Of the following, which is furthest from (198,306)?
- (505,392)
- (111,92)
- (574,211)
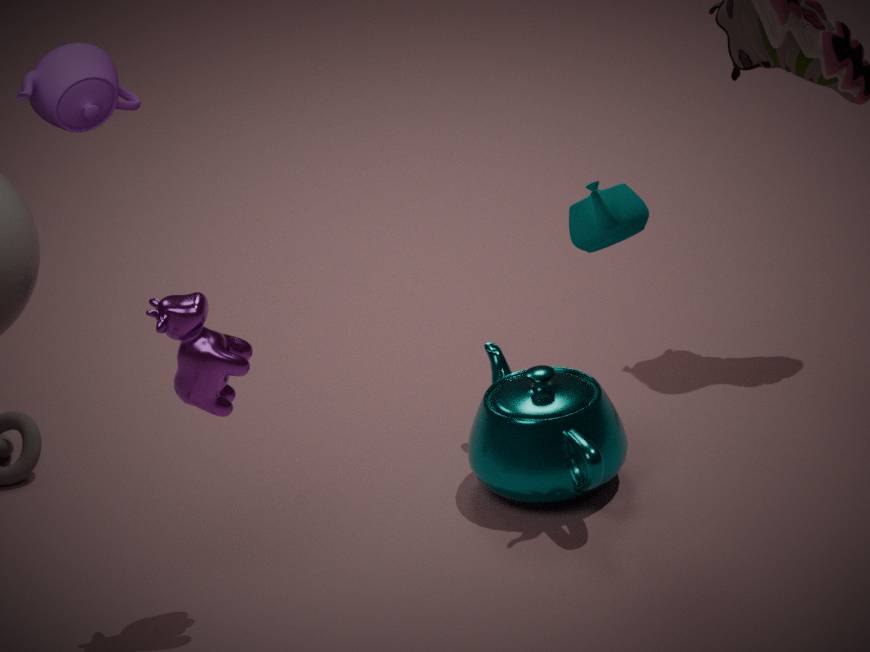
(574,211)
